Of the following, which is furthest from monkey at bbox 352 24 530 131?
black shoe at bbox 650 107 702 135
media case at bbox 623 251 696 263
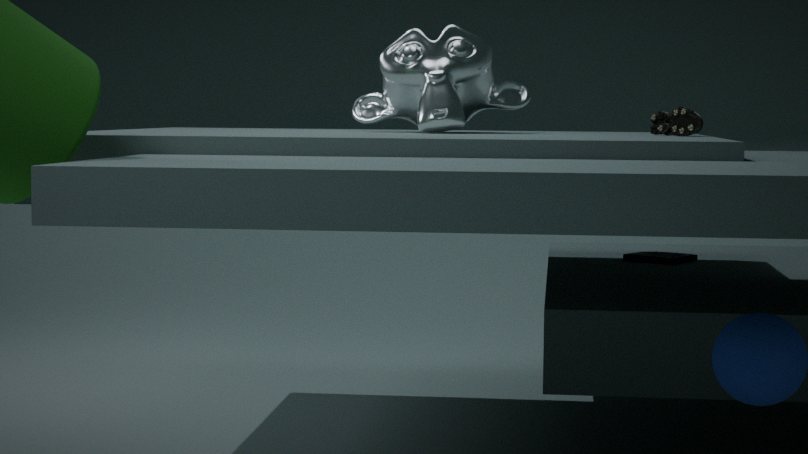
media case at bbox 623 251 696 263
